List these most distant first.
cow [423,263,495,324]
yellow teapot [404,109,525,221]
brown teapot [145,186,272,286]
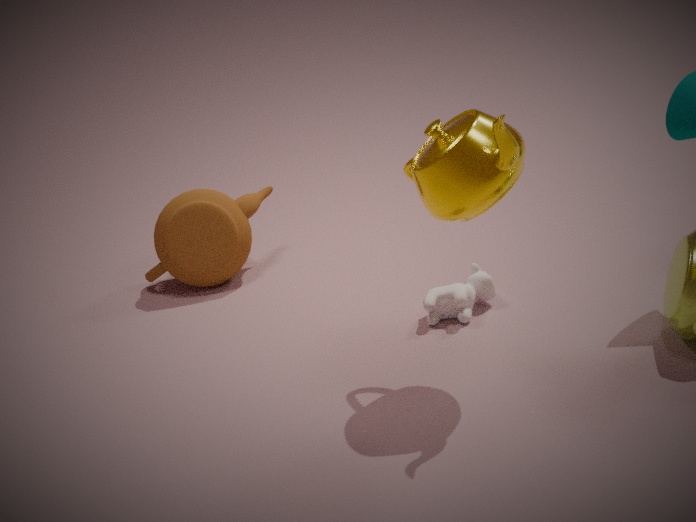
brown teapot [145,186,272,286] → cow [423,263,495,324] → yellow teapot [404,109,525,221]
